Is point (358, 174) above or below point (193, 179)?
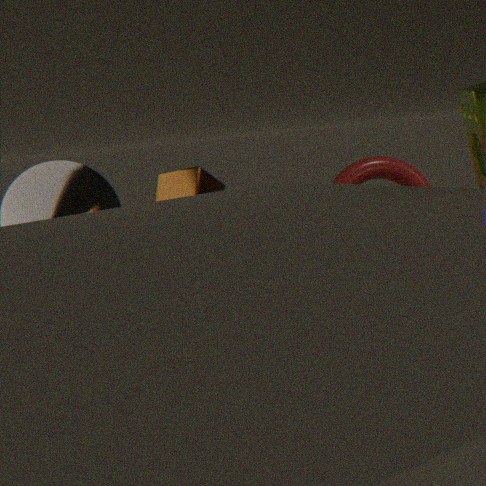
below
